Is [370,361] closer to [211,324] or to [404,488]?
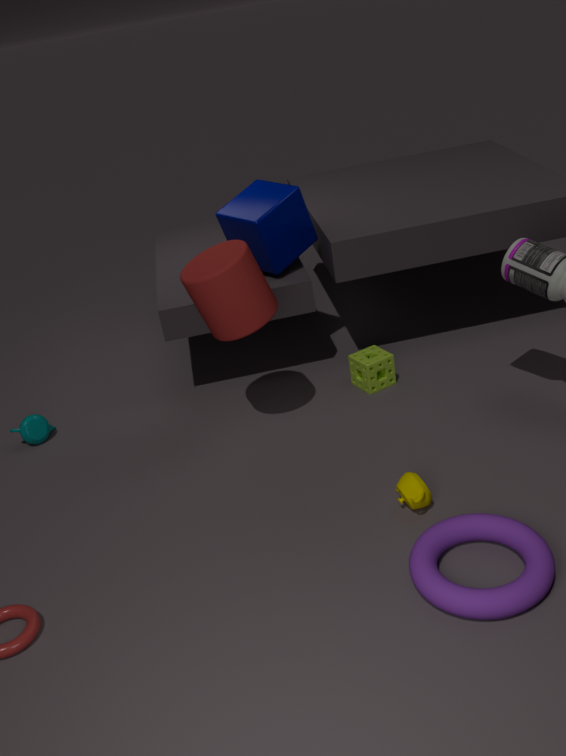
[211,324]
